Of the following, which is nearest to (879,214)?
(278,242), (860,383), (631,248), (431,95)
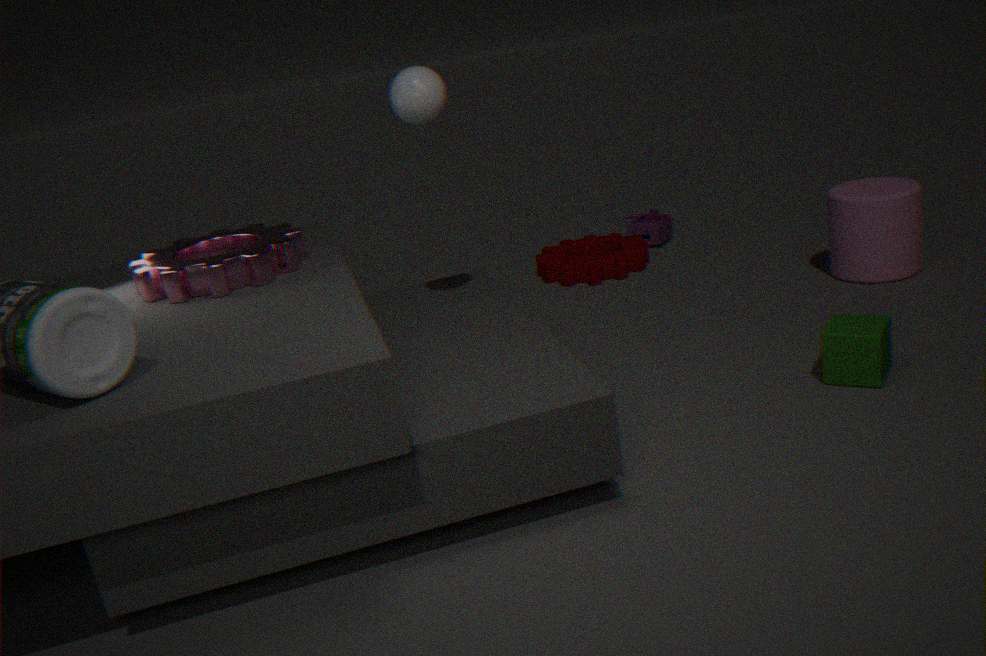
(860,383)
